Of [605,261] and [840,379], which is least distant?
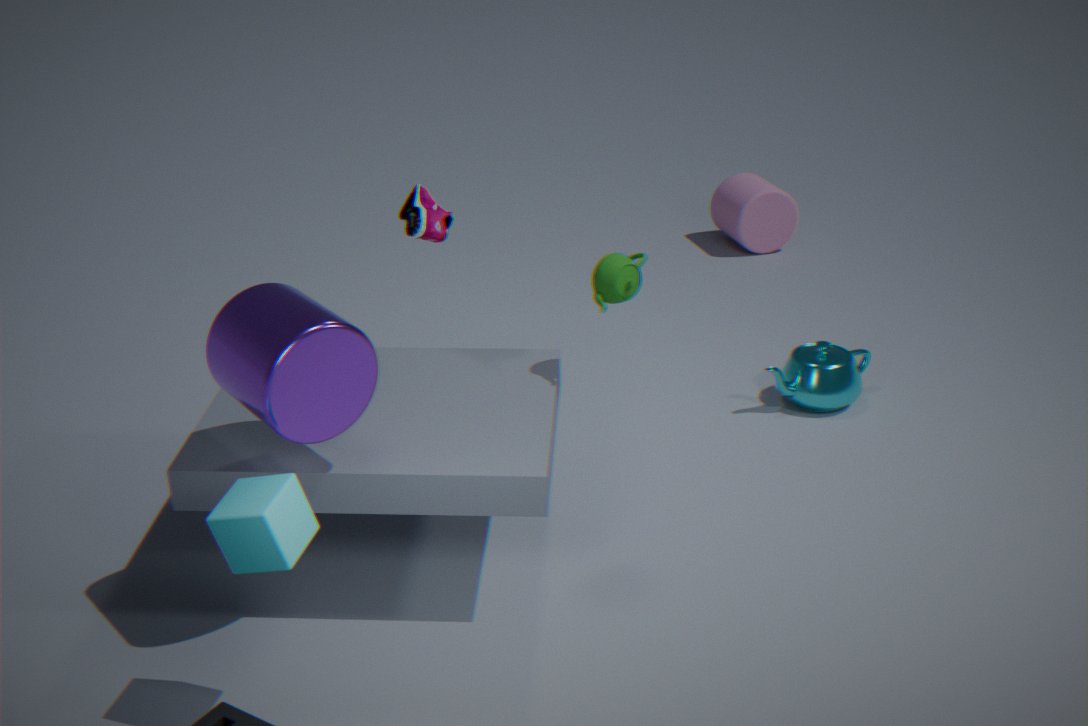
[605,261]
